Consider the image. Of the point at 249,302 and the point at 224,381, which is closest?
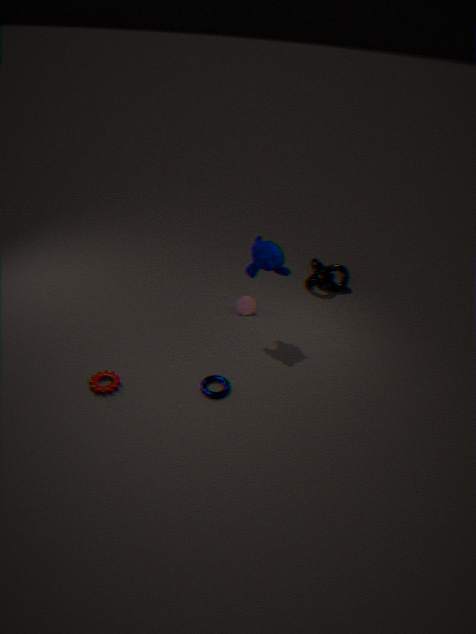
the point at 224,381
